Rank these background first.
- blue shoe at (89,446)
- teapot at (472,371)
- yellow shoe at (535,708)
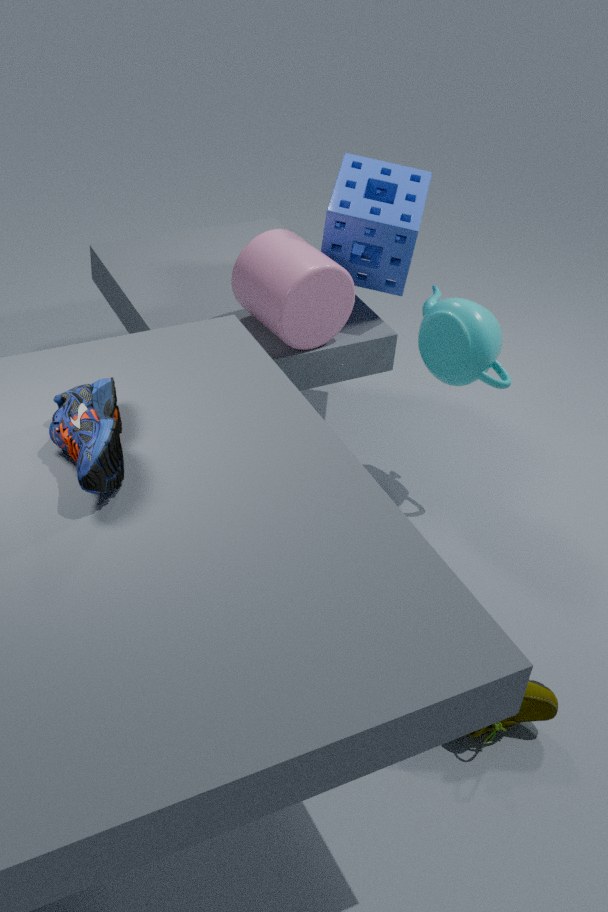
1. teapot at (472,371)
2. yellow shoe at (535,708)
3. blue shoe at (89,446)
